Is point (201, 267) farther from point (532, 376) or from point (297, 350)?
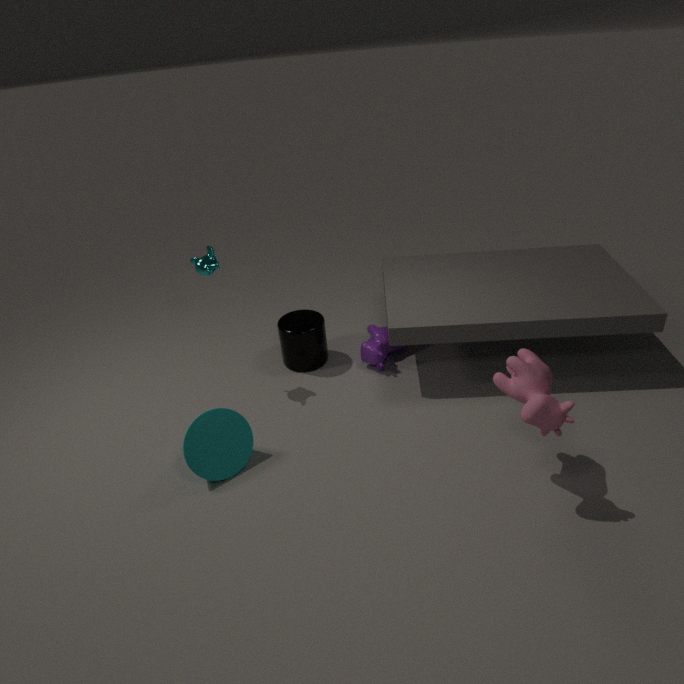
point (532, 376)
